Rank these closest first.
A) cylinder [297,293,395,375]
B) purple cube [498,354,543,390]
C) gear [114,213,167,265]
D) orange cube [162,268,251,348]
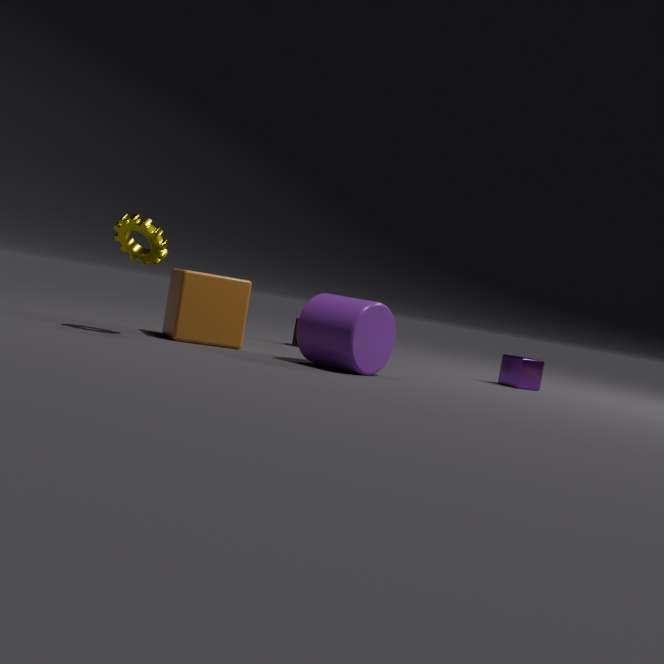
1. gear [114,213,167,265]
2. cylinder [297,293,395,375]
3. orange cube [162,268,251,348]
4. purple cube [498,354,543,390]
